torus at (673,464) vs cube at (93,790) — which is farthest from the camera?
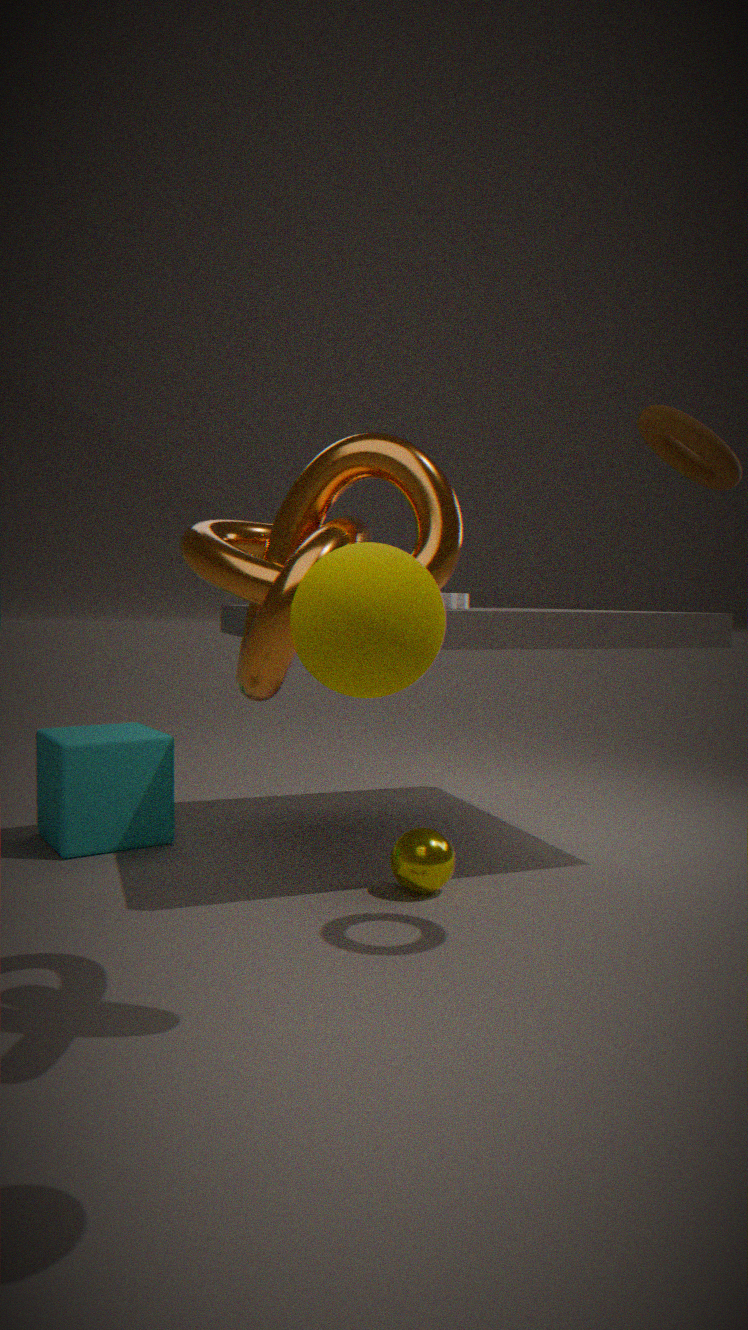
cube at (93,790)
